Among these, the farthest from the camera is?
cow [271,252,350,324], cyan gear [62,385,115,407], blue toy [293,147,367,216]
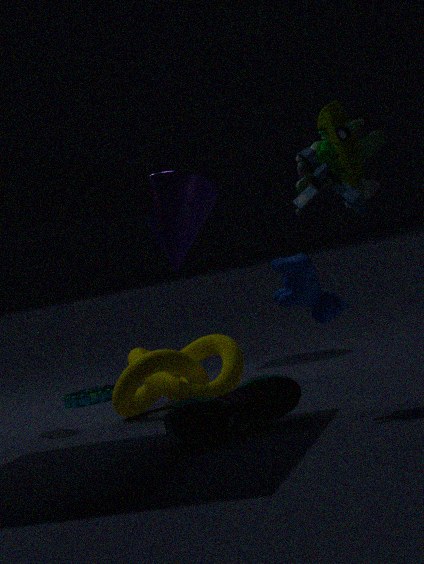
cyan gear [62,385,115,407]
